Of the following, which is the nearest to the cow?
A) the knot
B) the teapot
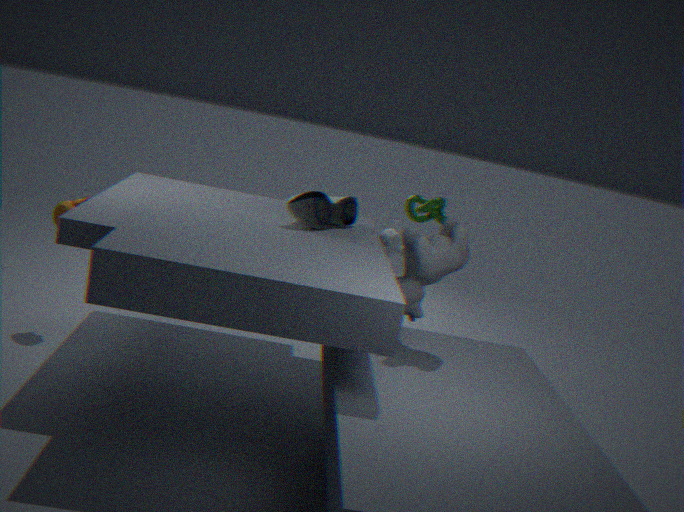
the knot
